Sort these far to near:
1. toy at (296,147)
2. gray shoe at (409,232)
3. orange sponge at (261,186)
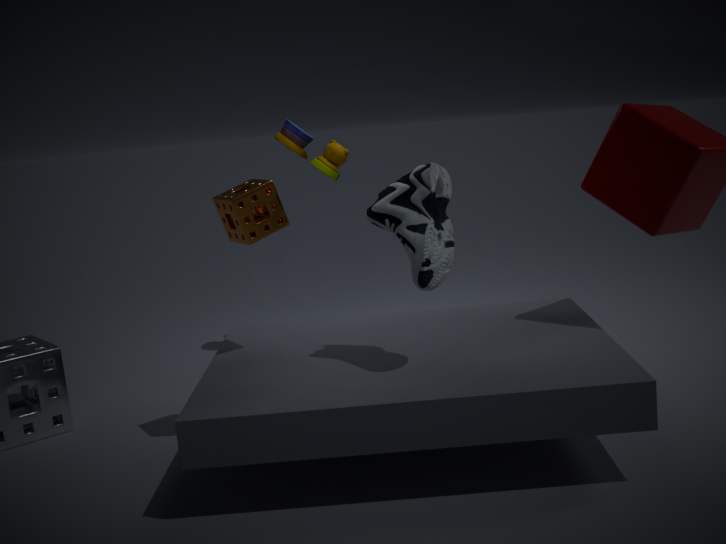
1. toy at (296,147)
2. orange sponge at (261,186)
3. gray shoe at (409,232)
